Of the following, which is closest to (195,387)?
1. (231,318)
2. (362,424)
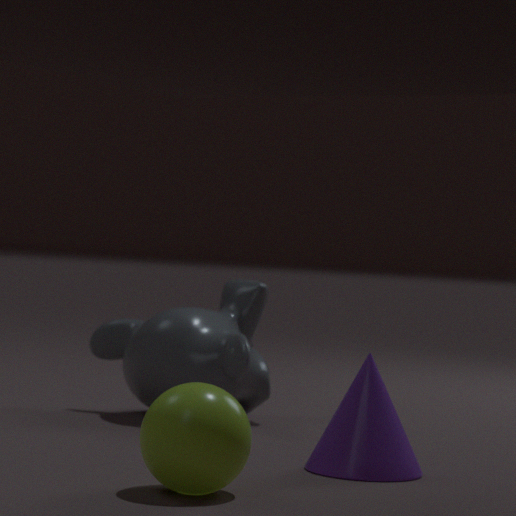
(362,424)
